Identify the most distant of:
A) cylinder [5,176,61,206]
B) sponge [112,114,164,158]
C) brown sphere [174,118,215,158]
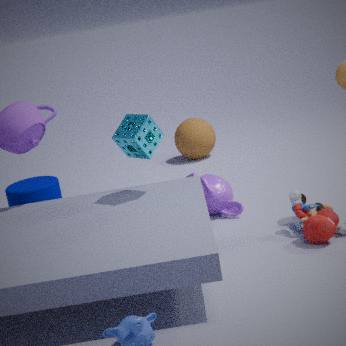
brown sphere [174,118,215,158]
